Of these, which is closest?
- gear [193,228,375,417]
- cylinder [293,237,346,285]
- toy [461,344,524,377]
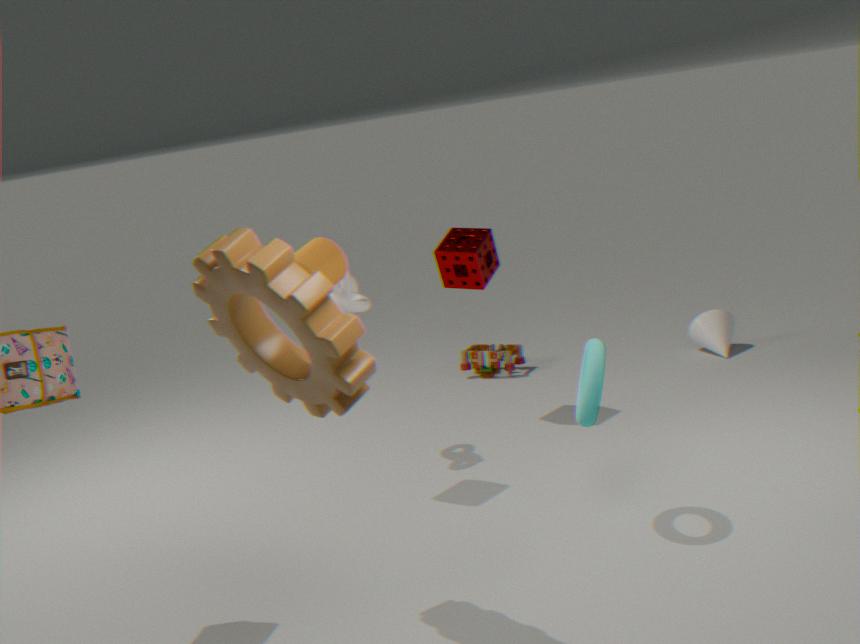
gear [193,228,375,417]
